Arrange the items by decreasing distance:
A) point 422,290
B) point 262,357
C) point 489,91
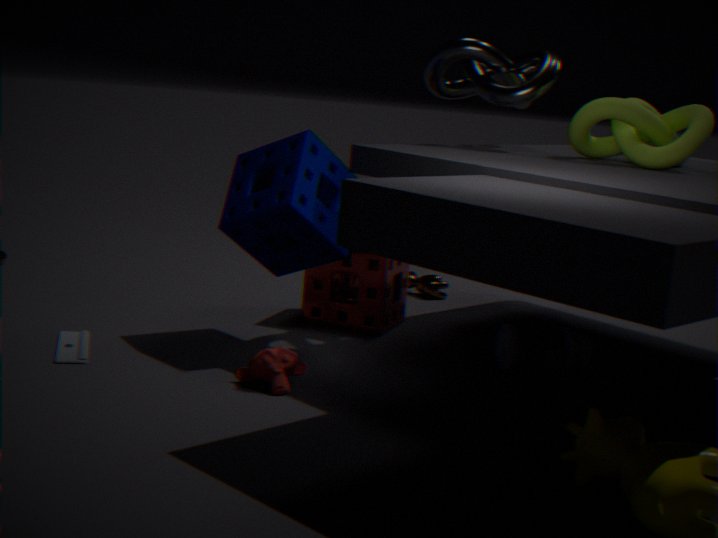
point 422,290, point 489,91, point 262,357
